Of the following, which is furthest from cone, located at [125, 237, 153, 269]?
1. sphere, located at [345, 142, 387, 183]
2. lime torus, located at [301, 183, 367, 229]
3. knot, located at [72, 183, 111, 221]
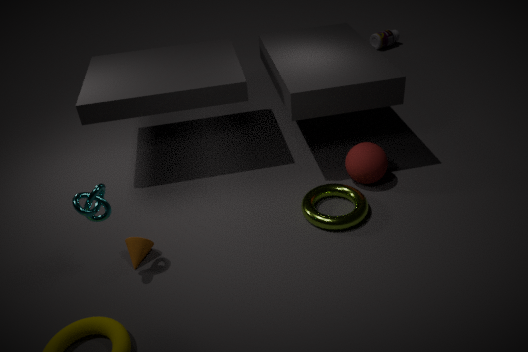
sphere, located at [345, 142, 387, 183]
